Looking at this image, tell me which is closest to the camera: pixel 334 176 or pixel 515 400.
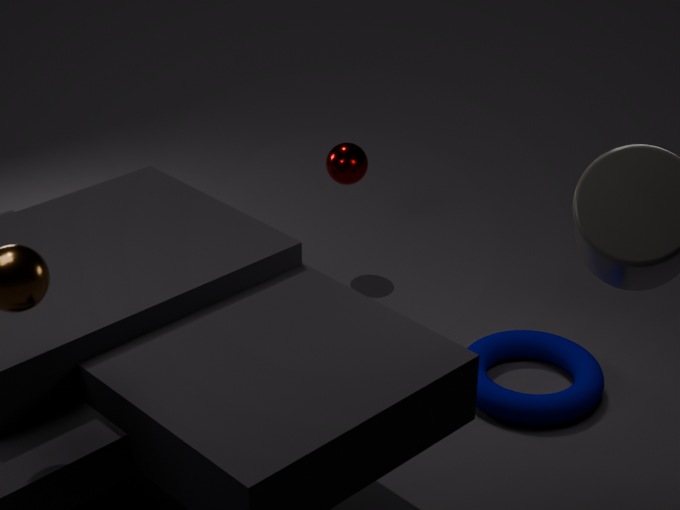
pixel 515 400
